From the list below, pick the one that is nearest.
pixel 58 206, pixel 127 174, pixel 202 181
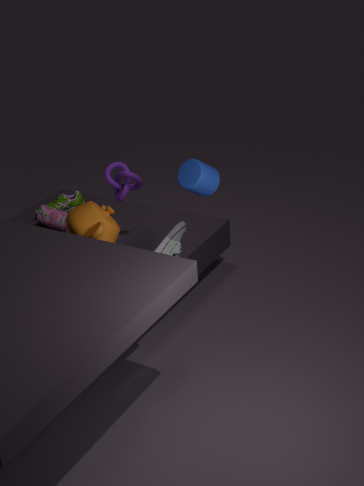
pixel 202 181
